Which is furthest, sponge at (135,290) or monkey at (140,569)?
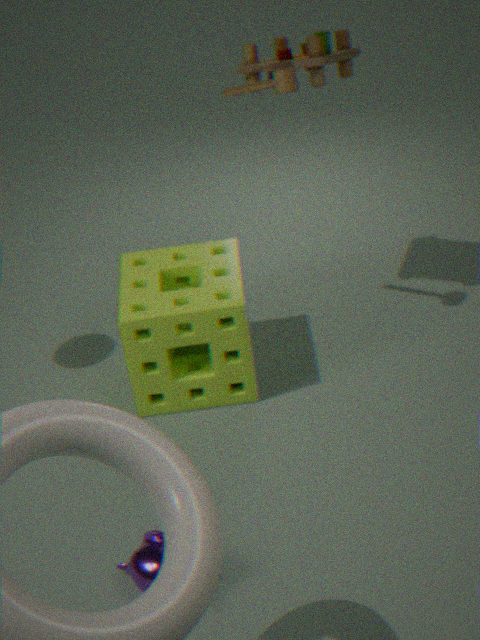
sponge at (135,290)
